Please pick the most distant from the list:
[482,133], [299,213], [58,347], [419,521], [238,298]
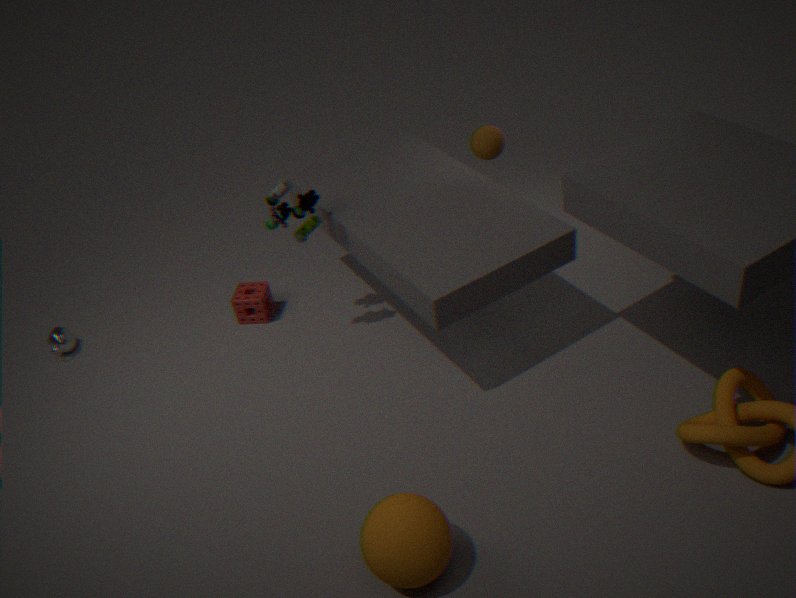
[238,298]
